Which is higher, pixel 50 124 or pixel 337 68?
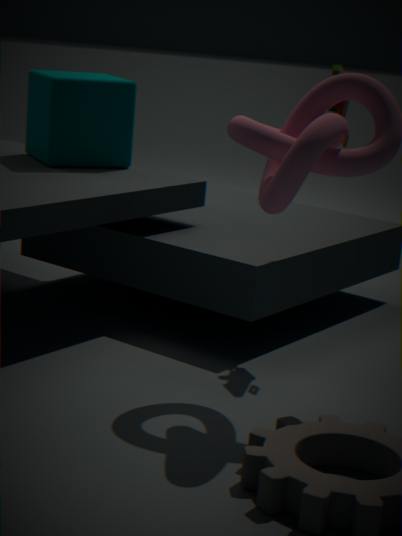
pixel 337 68
